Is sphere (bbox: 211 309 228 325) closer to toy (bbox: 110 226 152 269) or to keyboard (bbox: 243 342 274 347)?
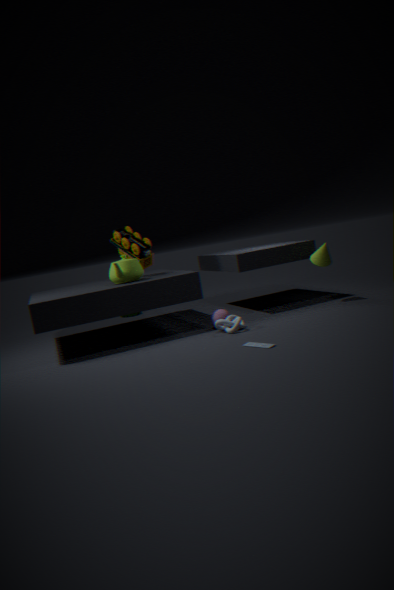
keyboard (bbox: 243 342 274 347)
